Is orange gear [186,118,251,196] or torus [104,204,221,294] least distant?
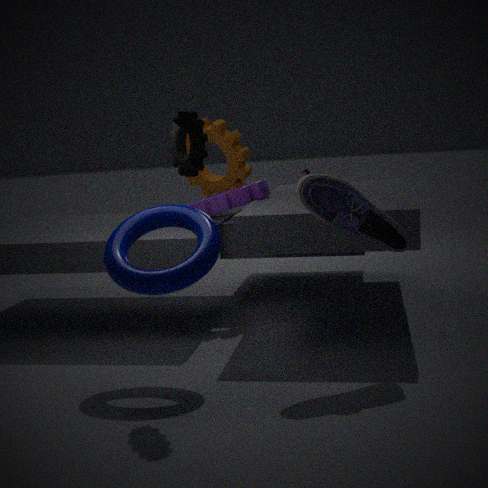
torus [104,204,221,294]
